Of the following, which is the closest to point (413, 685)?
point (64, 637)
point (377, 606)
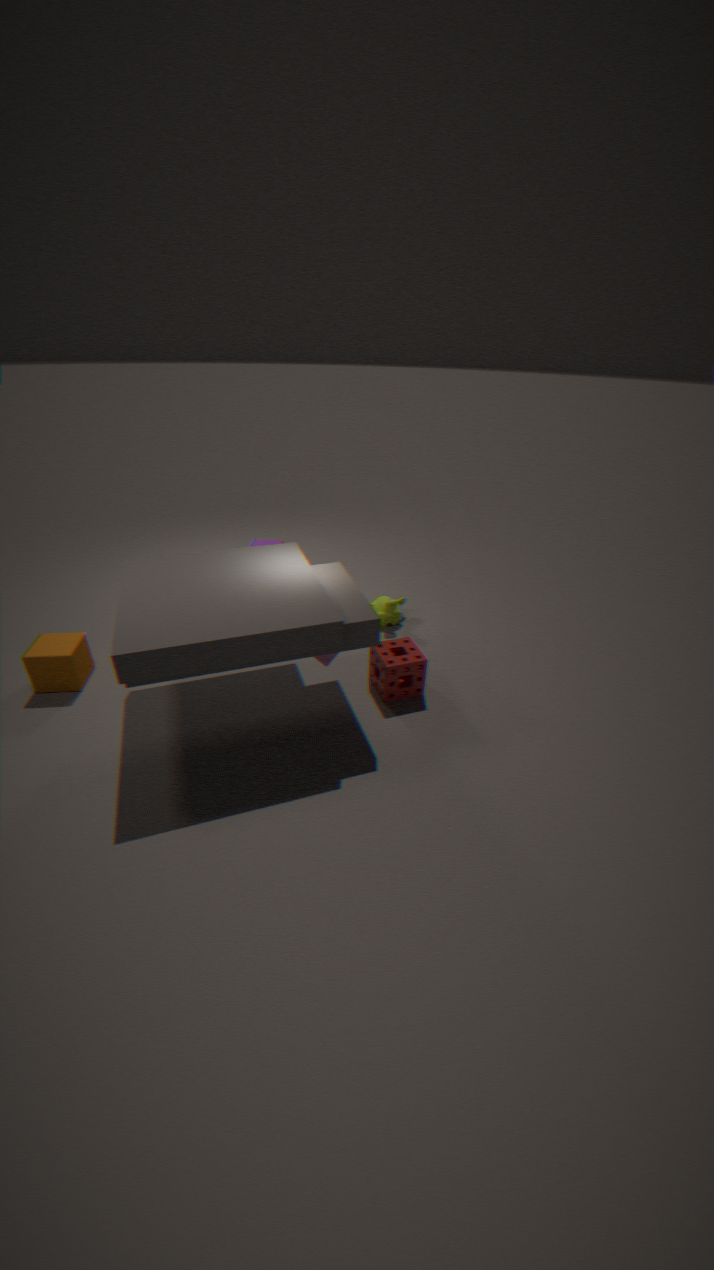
point (377, 606)
